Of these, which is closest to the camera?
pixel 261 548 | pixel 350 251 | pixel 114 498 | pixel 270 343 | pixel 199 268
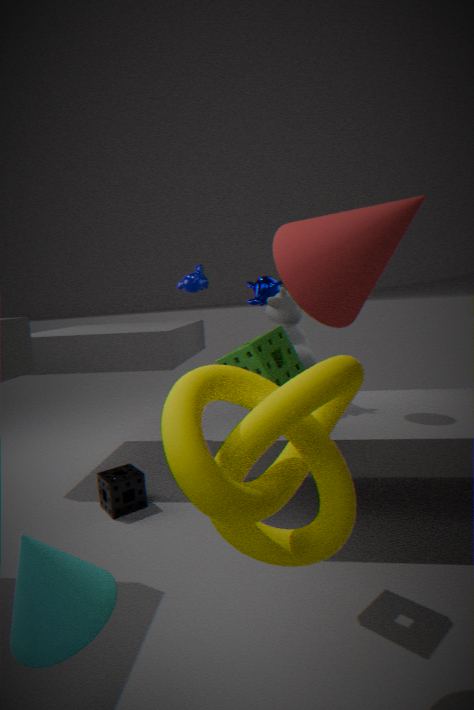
pixel 350 251
